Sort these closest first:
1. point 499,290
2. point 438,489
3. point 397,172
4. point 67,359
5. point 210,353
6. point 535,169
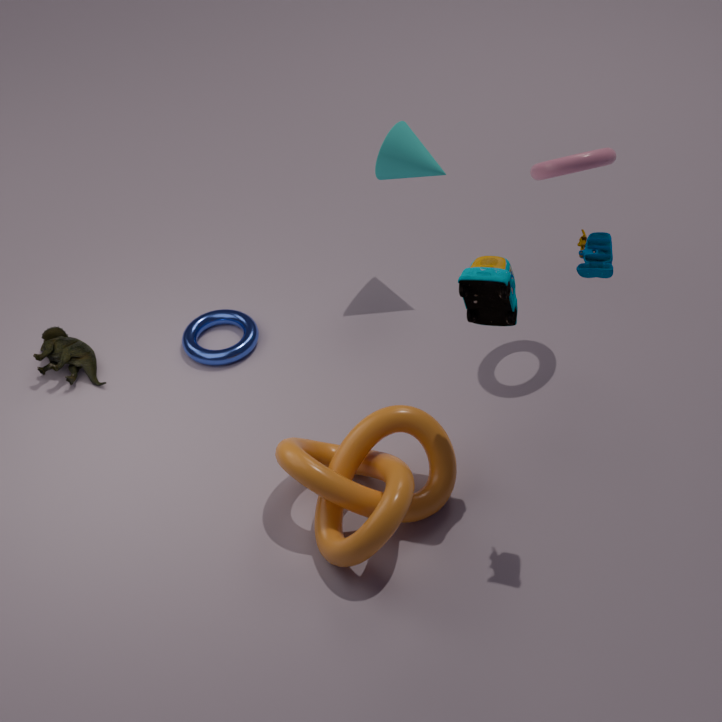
1. point 499,290
2. point 438,489
3. point 535,169
4. point 397,172
5. point 67,359
6. point 210,353
